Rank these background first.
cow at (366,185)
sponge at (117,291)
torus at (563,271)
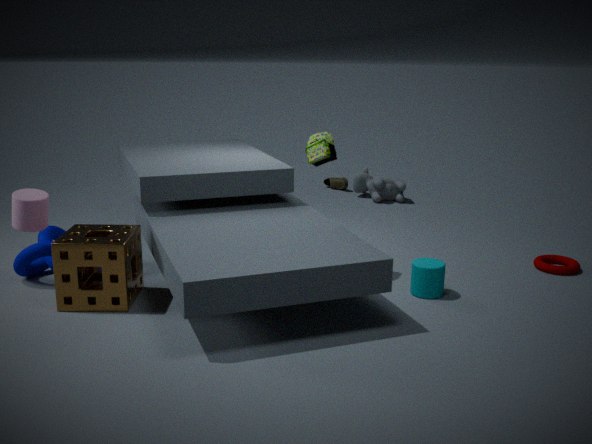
cow at (366,185) → torus at (563,271) → sponge at (117,291)
